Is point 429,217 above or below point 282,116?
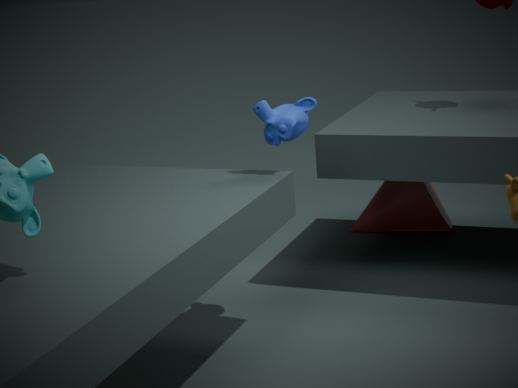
below
